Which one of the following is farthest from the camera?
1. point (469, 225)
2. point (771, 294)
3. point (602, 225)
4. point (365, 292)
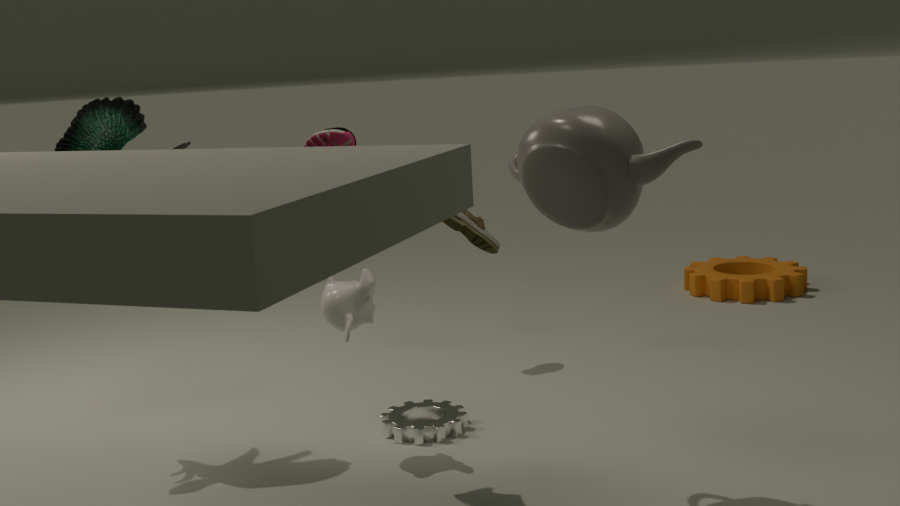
point (771, 294)
